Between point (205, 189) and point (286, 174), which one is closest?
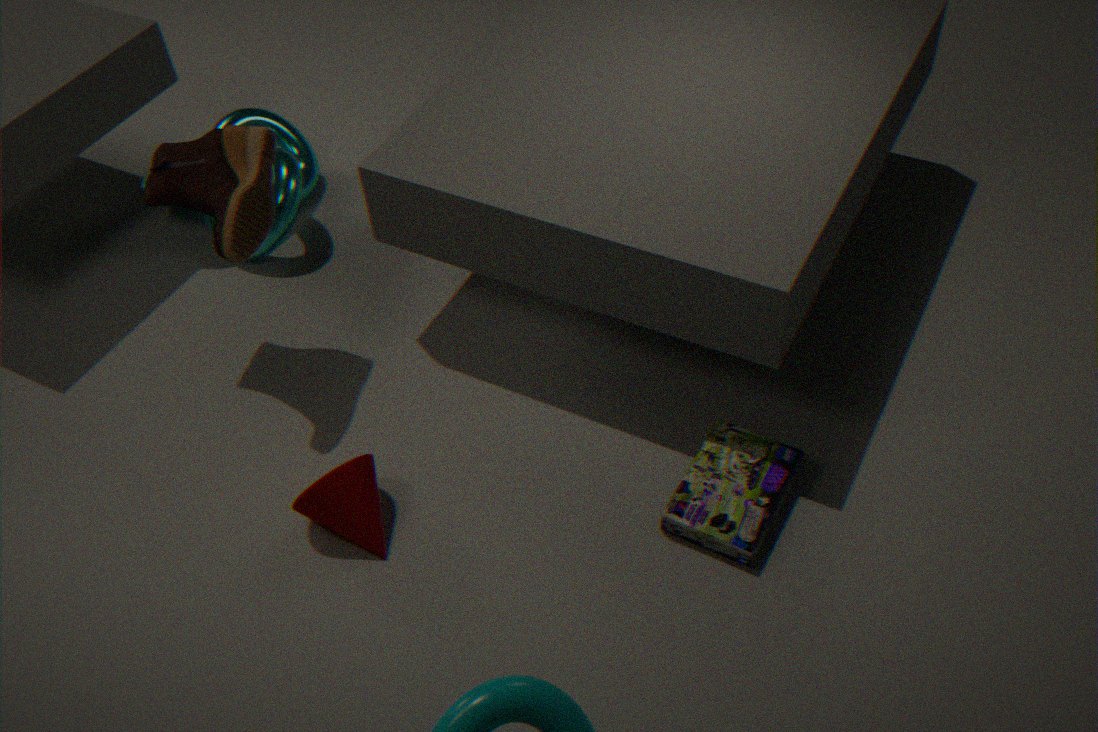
→ point (205, 189)
